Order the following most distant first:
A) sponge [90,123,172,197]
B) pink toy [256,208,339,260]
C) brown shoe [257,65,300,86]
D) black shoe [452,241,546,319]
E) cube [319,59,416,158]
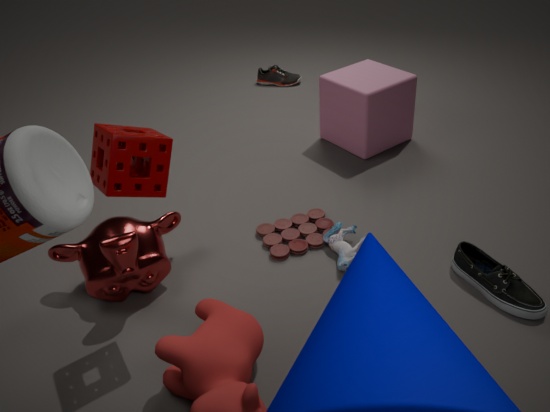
brown shoe [257,65,300,86] → cube [319,59,416,158] → pink toy [256,208,339,260] → black shoe [452,241,546,319] → sponge [90,123,172,197]
